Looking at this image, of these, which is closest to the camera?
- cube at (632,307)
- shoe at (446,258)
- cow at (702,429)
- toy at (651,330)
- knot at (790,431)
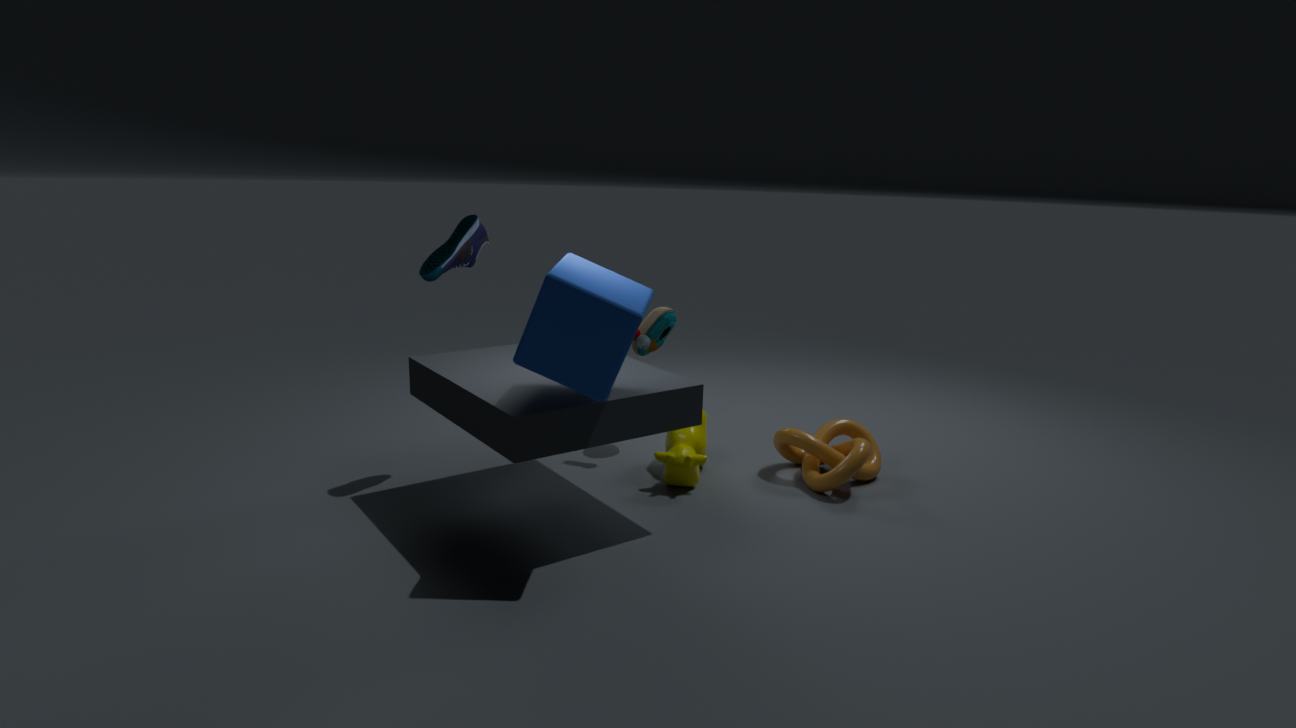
cube at (632,307)
